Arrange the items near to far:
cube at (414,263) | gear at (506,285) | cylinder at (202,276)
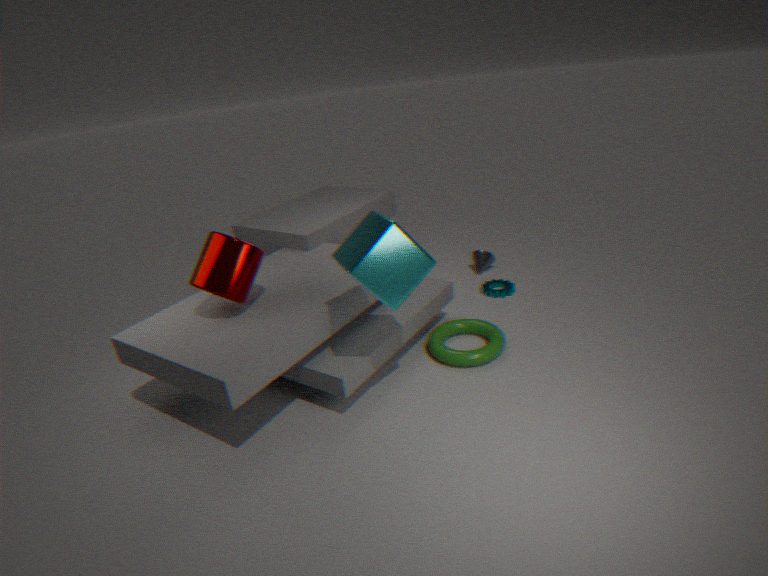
1. cube at (414,263)
2. cylinder at (202,276)
3. gear at (506,285)
